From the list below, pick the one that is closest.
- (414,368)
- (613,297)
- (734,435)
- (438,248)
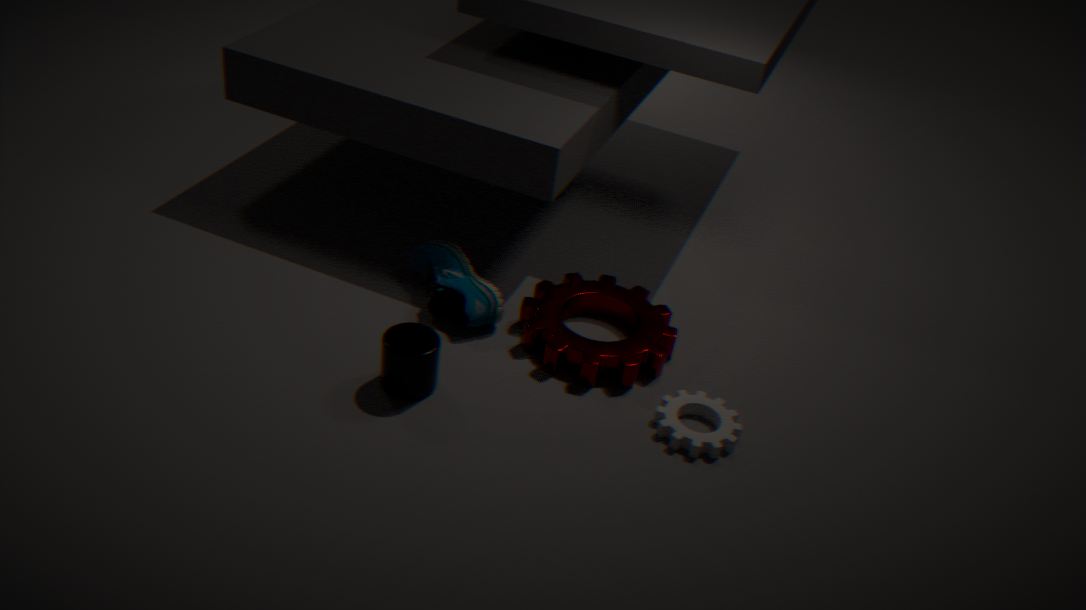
(414,368)
